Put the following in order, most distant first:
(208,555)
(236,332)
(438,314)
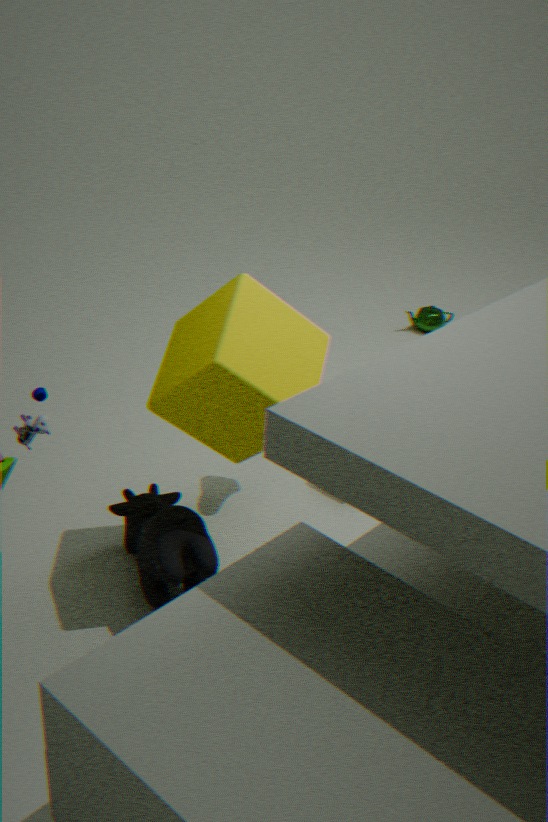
(438,314) → (208,555) → (236,332)
